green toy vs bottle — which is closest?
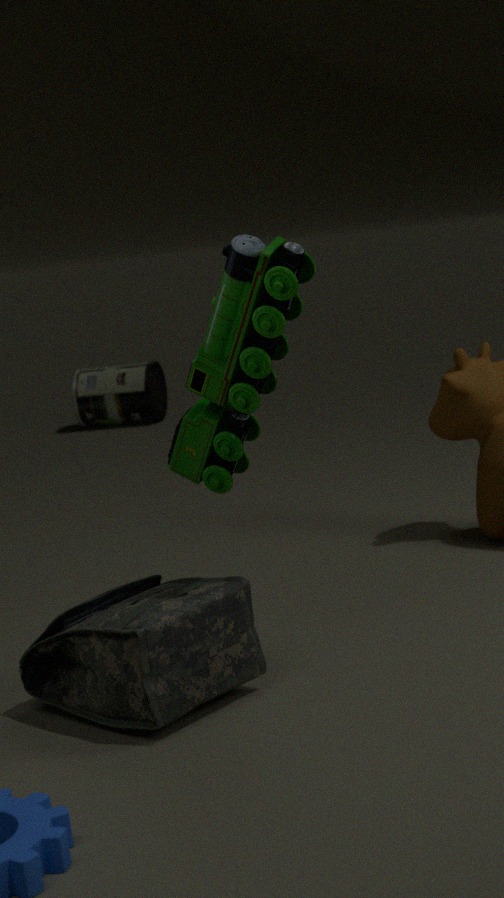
green toy
